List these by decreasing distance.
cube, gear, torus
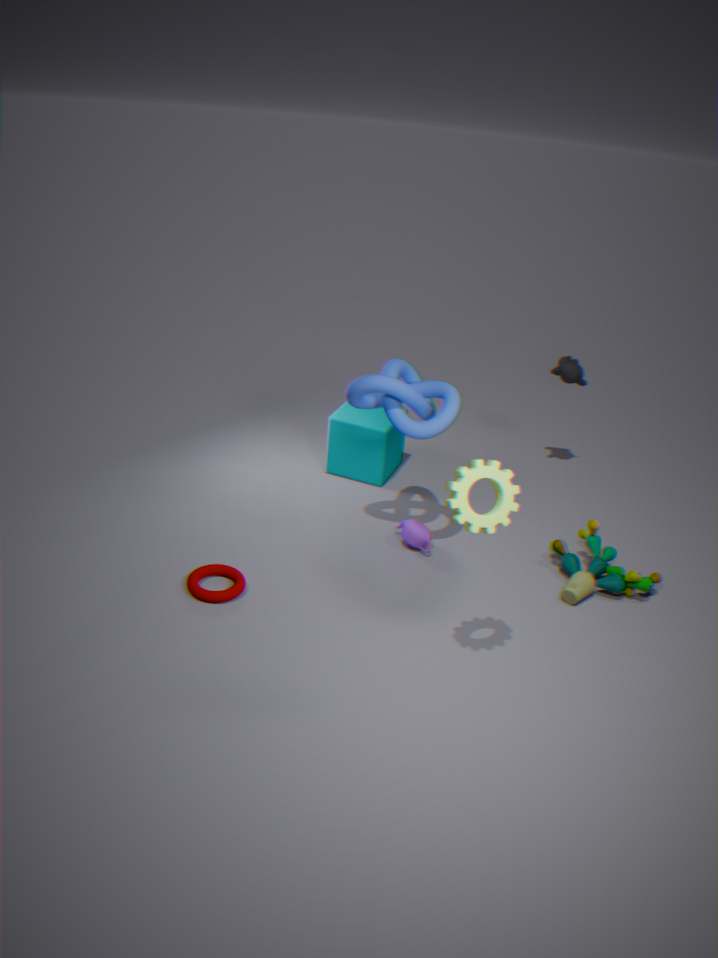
cube < torus < gear
